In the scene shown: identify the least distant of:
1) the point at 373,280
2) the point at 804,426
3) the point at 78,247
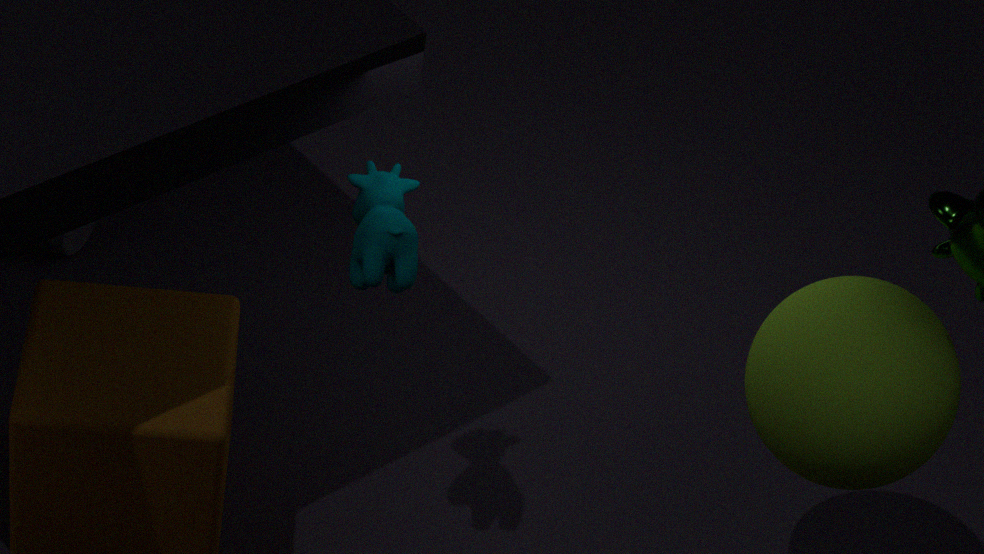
1
